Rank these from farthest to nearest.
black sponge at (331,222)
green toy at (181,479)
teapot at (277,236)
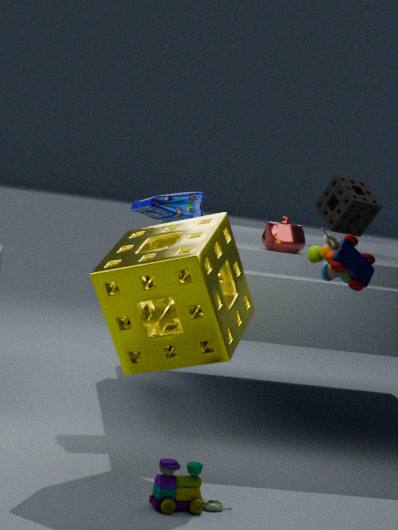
1. black sponge at (331,222)
2. teapot at (277,236)
3. green toy at (181,479)
